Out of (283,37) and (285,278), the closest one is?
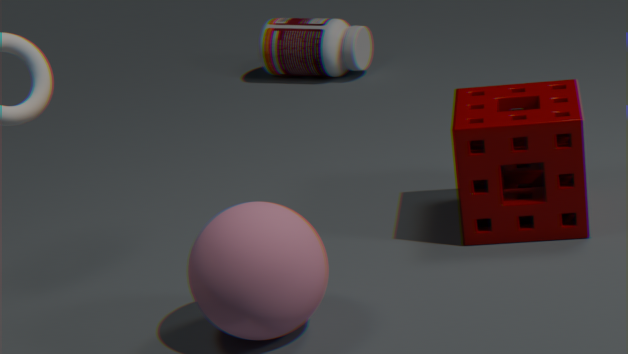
(285,278)
